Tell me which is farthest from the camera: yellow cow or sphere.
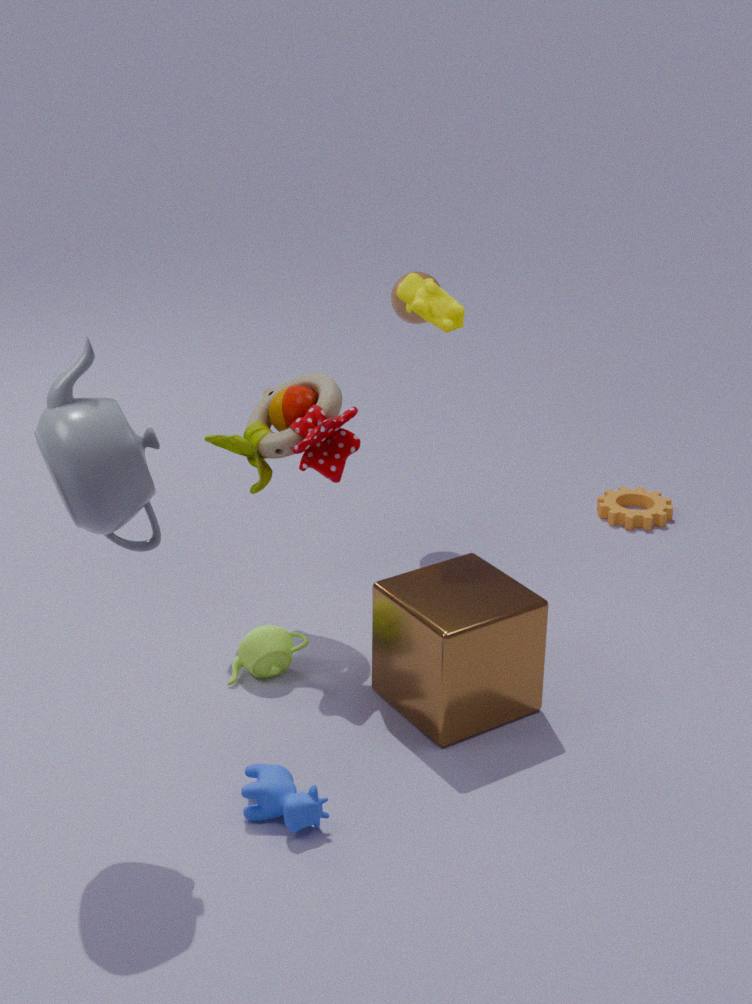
sphere
